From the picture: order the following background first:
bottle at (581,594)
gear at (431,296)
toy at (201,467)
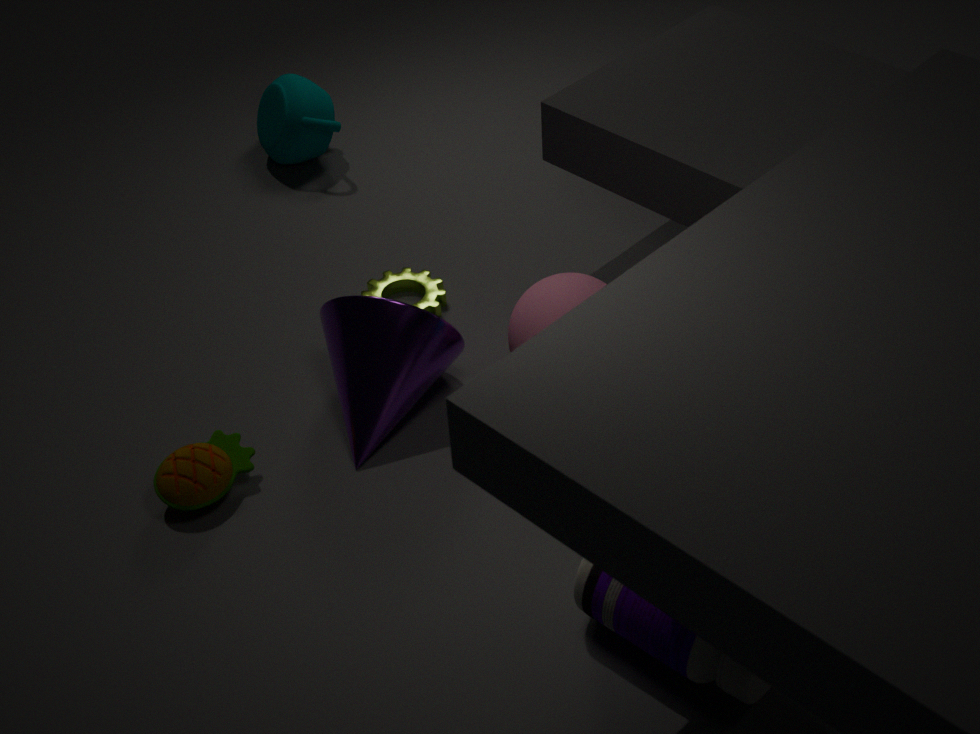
gear at (431,296) < toy at (201,467) < bottle at (581,594)
